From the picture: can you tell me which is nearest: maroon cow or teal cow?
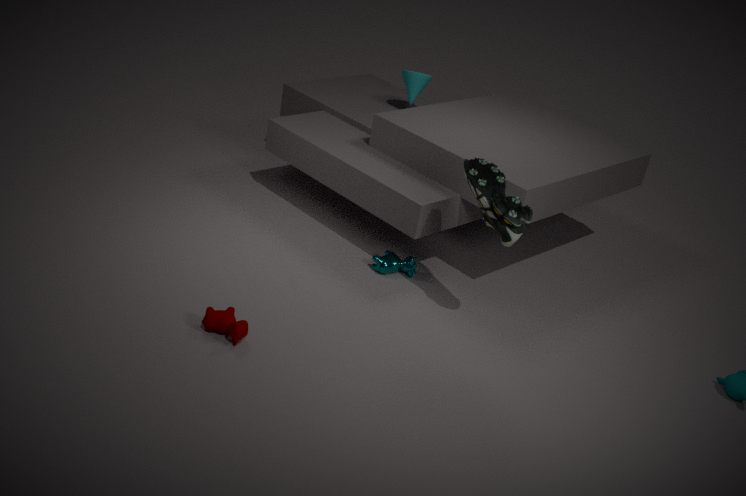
maroon cow
